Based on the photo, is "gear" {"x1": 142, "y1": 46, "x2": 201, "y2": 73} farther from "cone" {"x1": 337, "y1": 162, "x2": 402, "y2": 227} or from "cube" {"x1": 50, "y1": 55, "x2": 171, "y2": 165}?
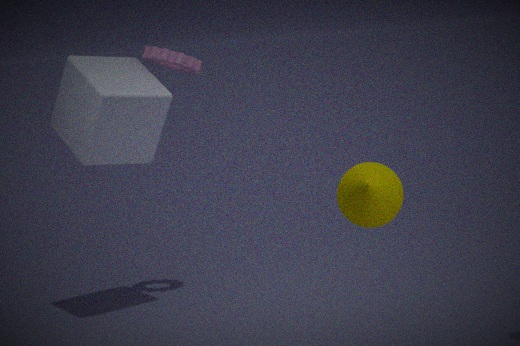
→ "cone" {"x1": 337, "y1": 162, "x2": 402, "y2": 227}
